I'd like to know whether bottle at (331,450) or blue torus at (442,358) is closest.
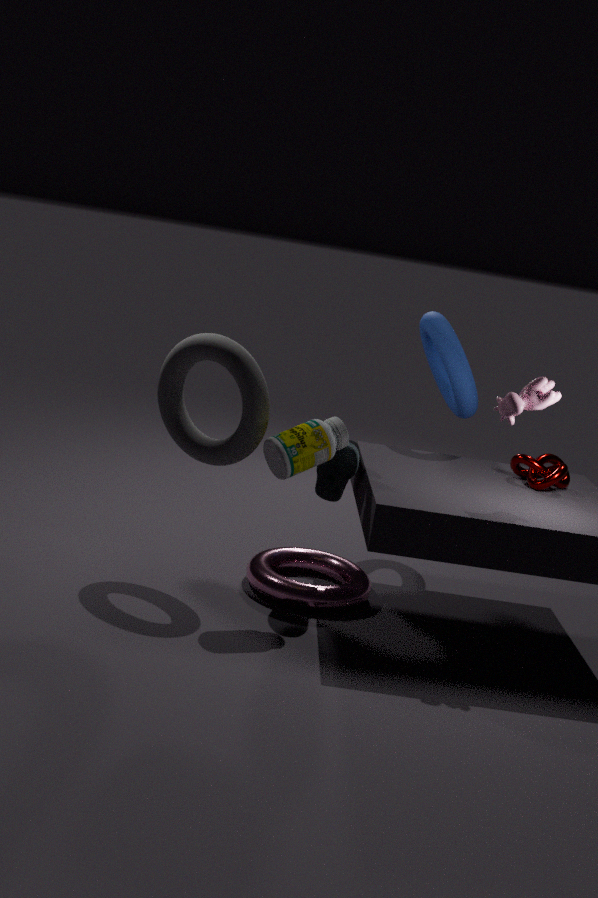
bottle at (331,450)
